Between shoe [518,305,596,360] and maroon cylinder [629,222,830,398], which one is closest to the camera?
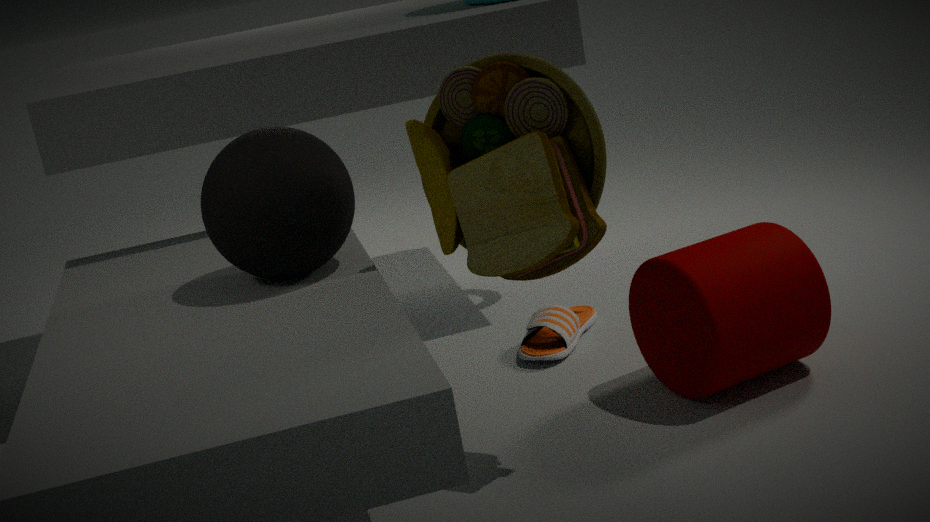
maroon cylinder [629,222,830,398]
